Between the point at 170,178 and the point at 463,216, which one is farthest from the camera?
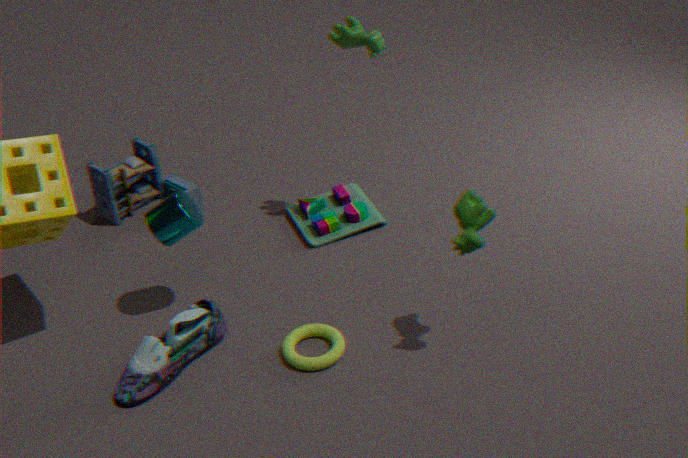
the point at 170,178
